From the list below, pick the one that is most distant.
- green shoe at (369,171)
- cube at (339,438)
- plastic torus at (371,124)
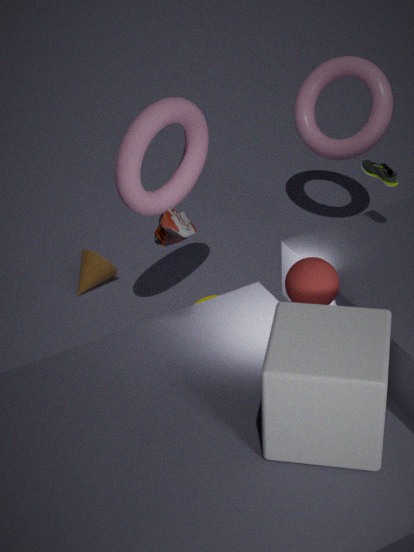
plastic torus at (371,124)
